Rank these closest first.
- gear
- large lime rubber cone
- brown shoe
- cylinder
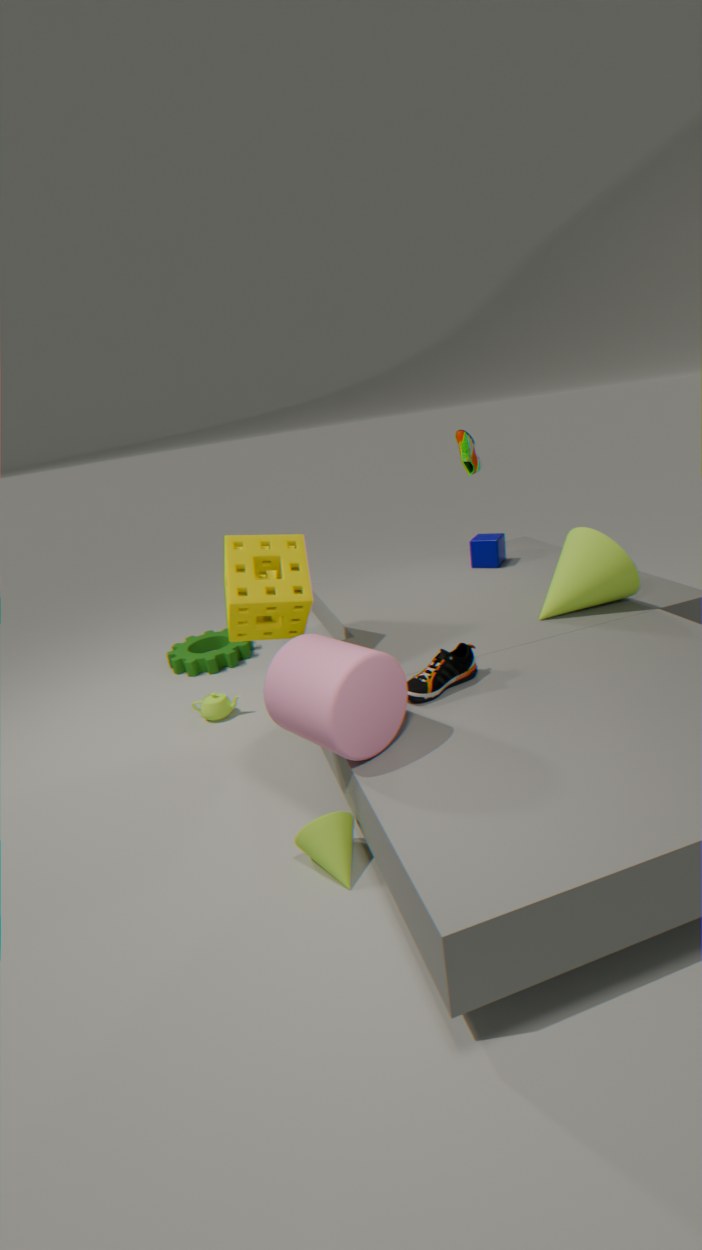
1. cylinder
2. brown shoe
3. large lime rubber cone
4. gear
